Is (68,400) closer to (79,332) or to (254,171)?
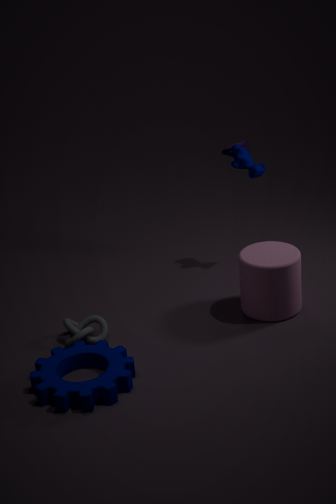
(79,332)
